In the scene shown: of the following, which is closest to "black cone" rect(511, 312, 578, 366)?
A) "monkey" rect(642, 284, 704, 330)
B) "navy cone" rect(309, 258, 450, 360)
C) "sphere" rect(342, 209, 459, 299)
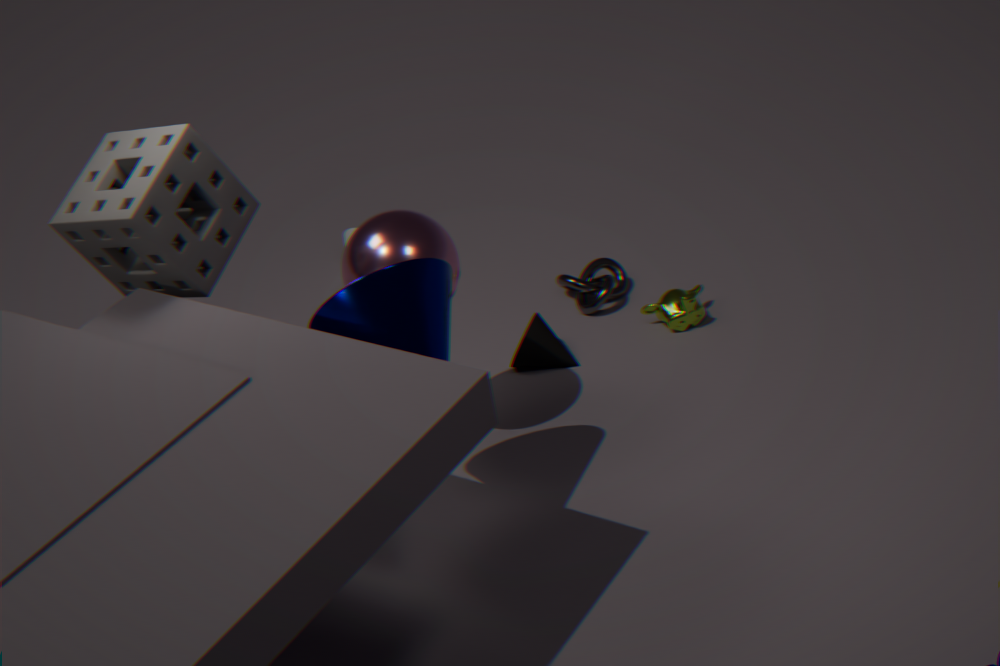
"monkey" rect(642, 284, 704, 330)
